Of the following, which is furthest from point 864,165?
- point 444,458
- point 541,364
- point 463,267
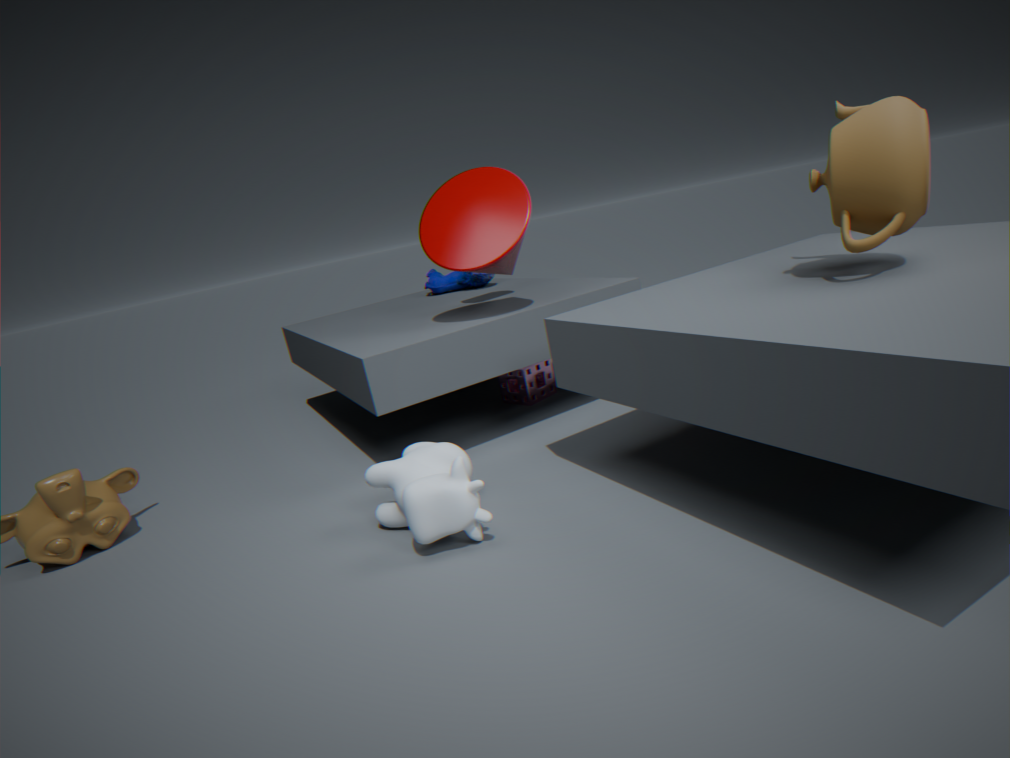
point 541,364
